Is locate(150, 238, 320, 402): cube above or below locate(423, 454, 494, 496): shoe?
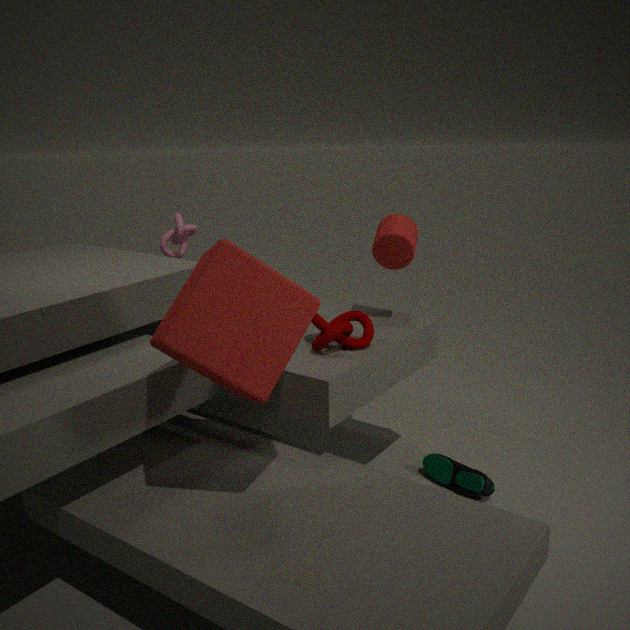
above
